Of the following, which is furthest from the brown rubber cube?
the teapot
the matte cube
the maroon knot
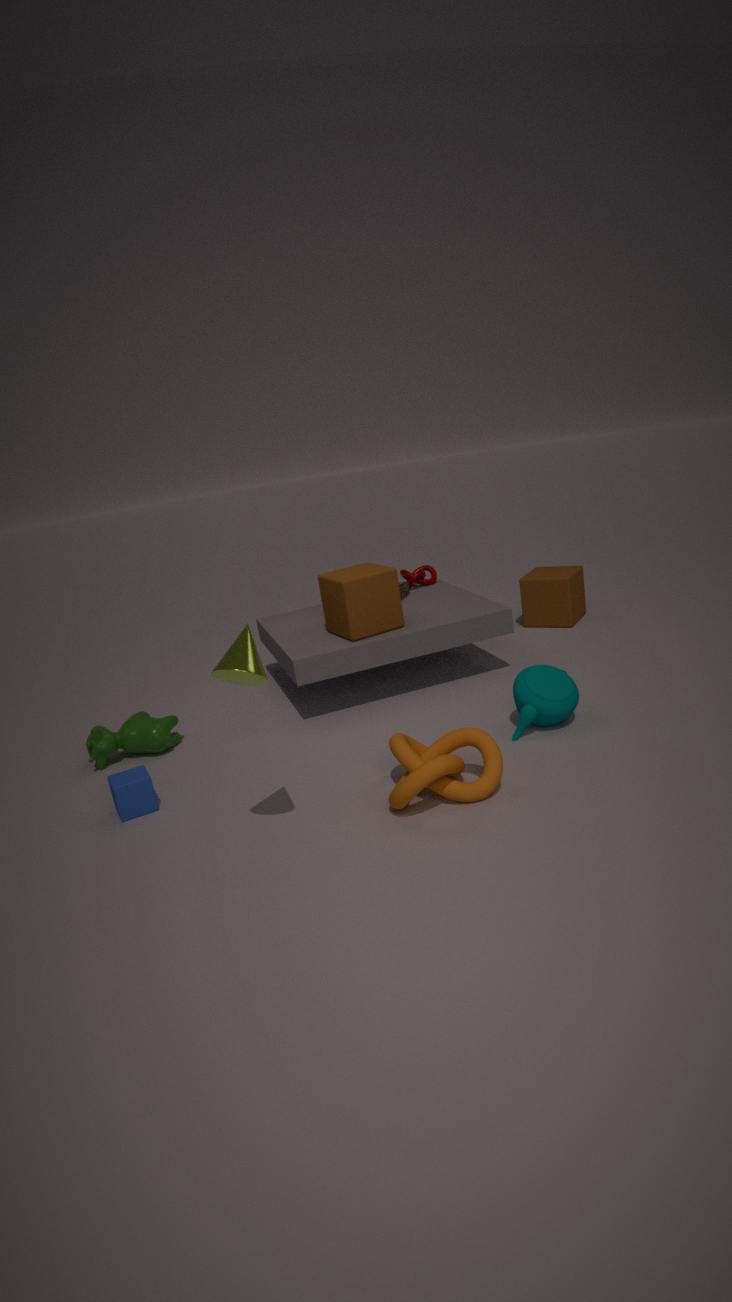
the teapot
